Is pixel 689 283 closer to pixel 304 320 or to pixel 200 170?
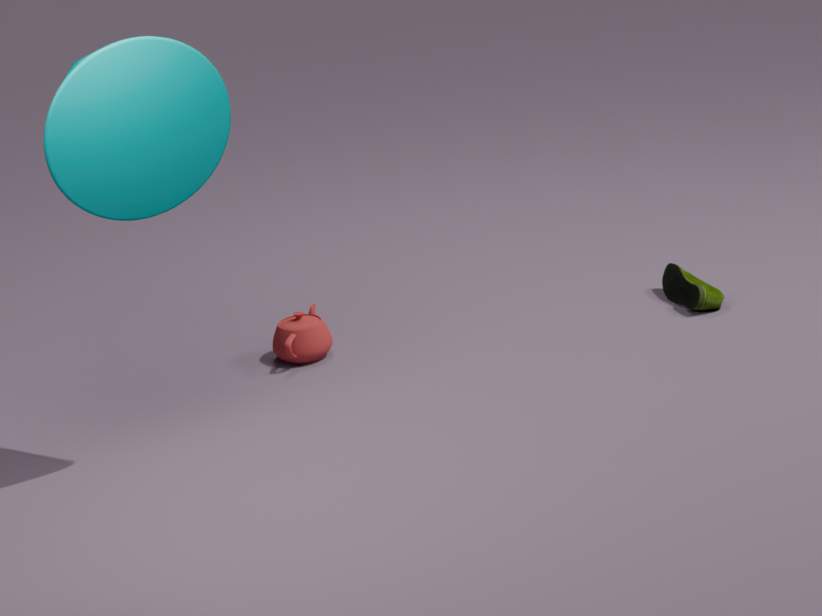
pixel 304 320
